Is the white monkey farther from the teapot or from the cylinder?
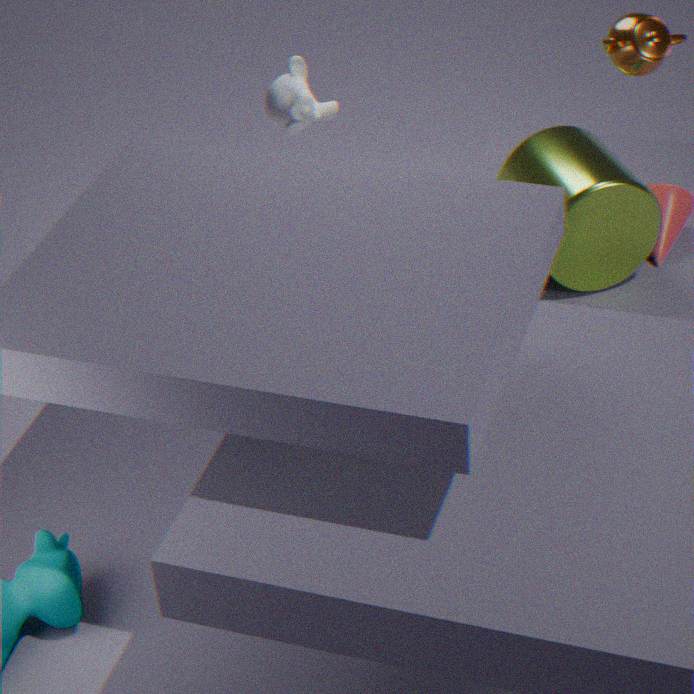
the teapot
